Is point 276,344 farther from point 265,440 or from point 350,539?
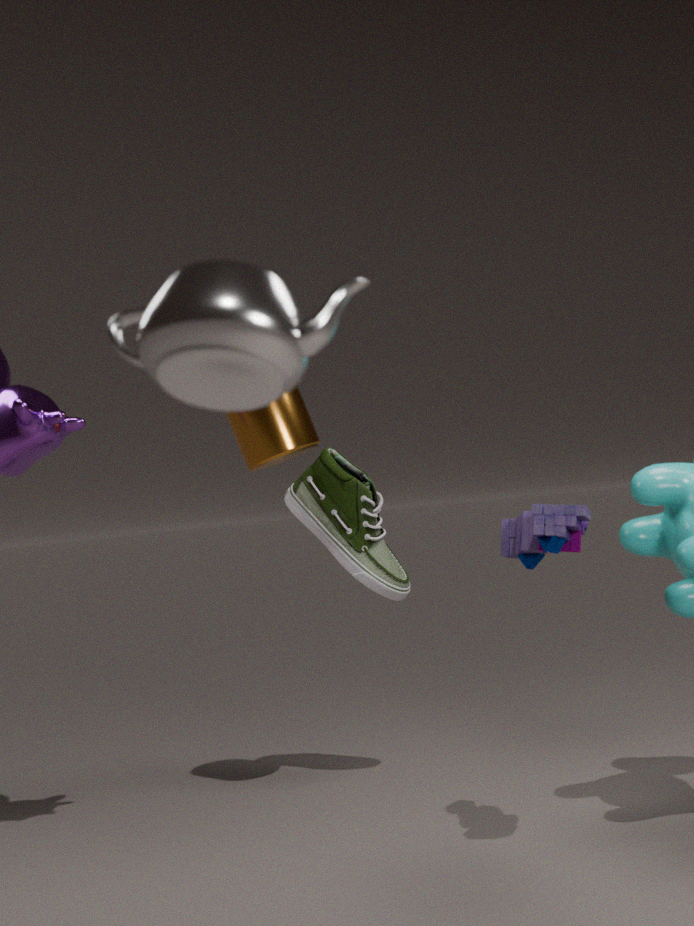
point 350,539
